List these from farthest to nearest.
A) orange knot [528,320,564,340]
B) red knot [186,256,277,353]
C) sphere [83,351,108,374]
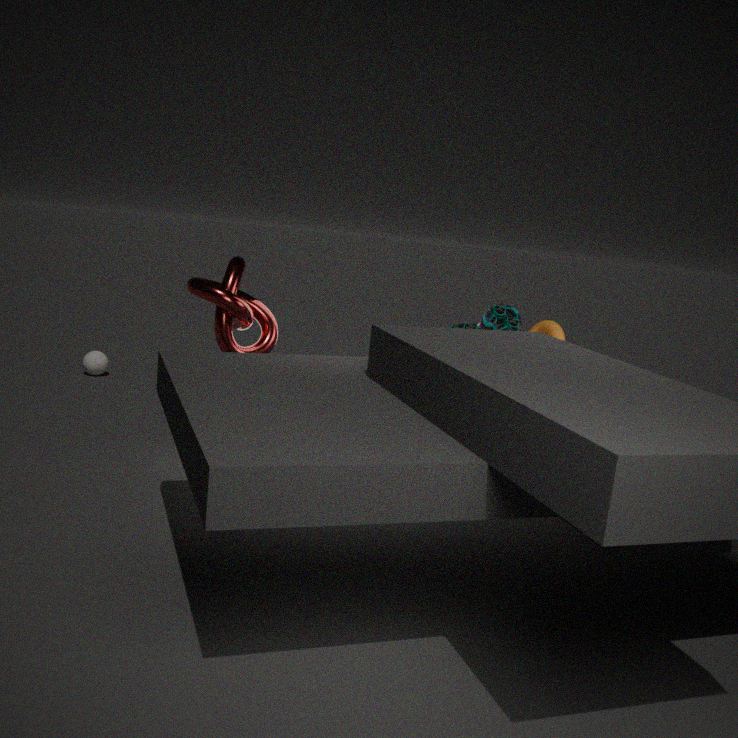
1. sphere [83,351,108,374]
2. orange knot [528,320,564,340]
3. red knot [186,256,277,353]
